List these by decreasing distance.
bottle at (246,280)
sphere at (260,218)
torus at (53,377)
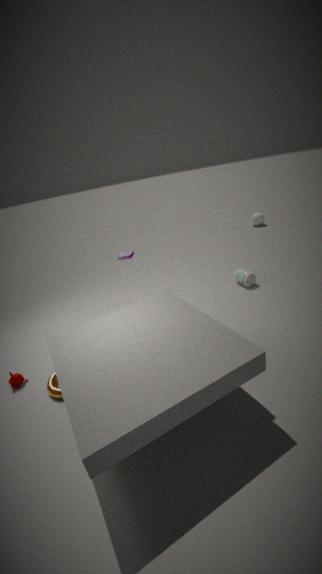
sphere at (260,218)
bottle at (246,280)
torus at (53,377)
